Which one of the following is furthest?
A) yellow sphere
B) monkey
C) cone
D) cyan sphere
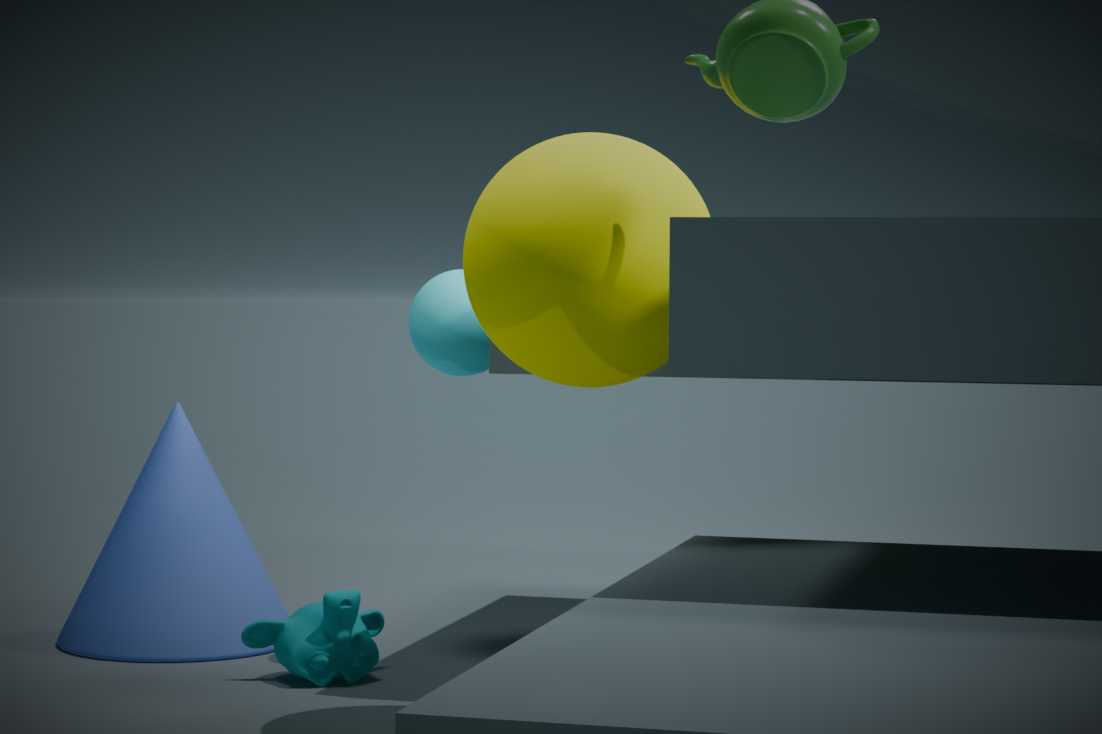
cone
